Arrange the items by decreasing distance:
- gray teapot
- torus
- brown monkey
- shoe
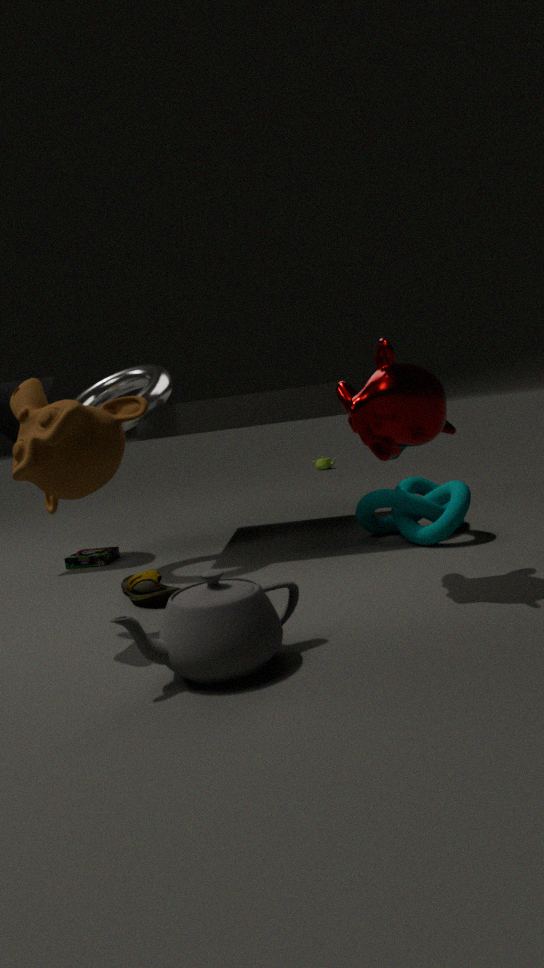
torus → shoe → brown monkey → gray teapot
